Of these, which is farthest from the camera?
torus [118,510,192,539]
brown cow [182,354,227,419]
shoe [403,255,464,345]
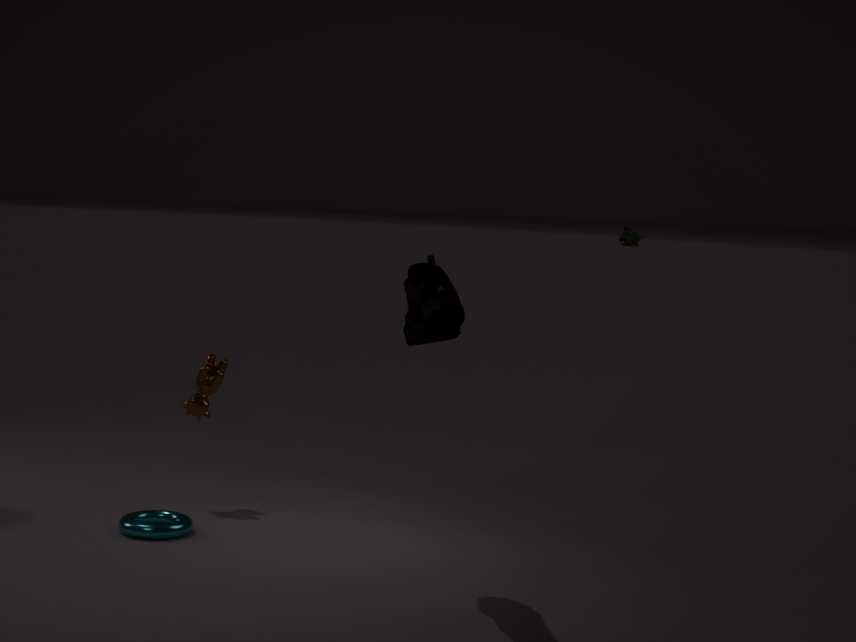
brown cow [182,354,227,419]
